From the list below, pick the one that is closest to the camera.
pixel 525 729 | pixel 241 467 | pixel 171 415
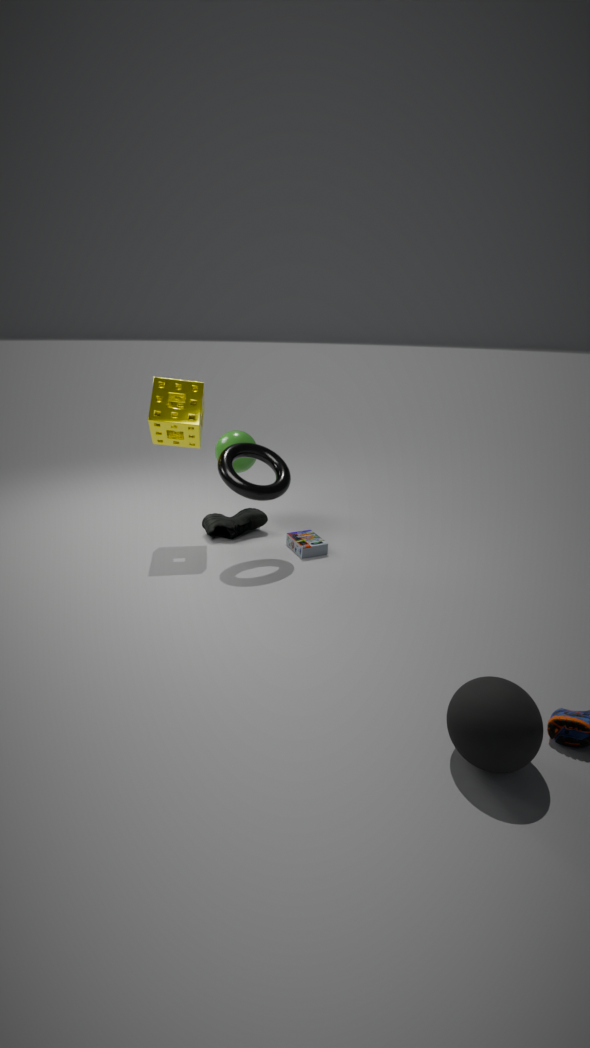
pixel 525 729
